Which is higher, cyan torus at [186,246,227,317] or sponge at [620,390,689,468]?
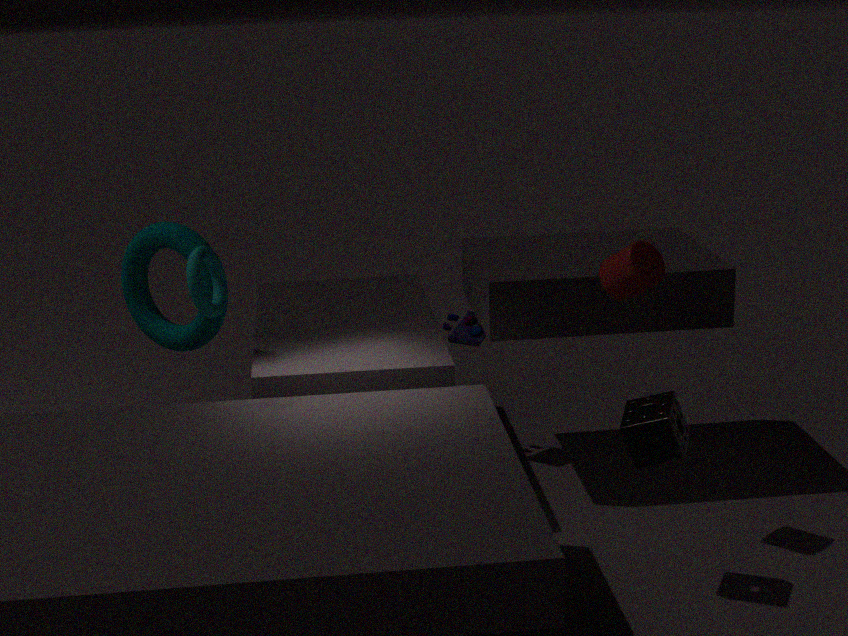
cyan torus at [186,246,227,317]
